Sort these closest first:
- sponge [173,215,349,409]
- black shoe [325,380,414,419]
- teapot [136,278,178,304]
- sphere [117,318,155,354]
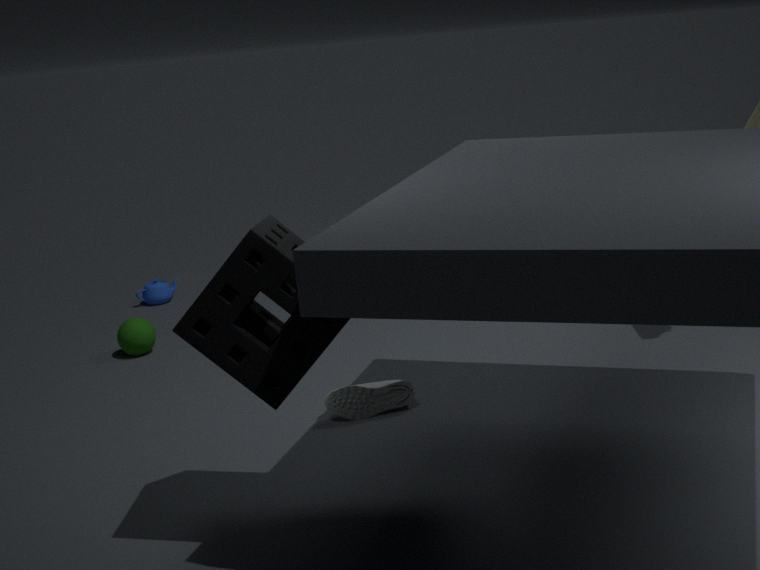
1. sponge [173,215,349,409]
2. black shoe [325,380,414,419]
3. sphere [117,318,155,354]
4. teapot [136,278,178,304]
